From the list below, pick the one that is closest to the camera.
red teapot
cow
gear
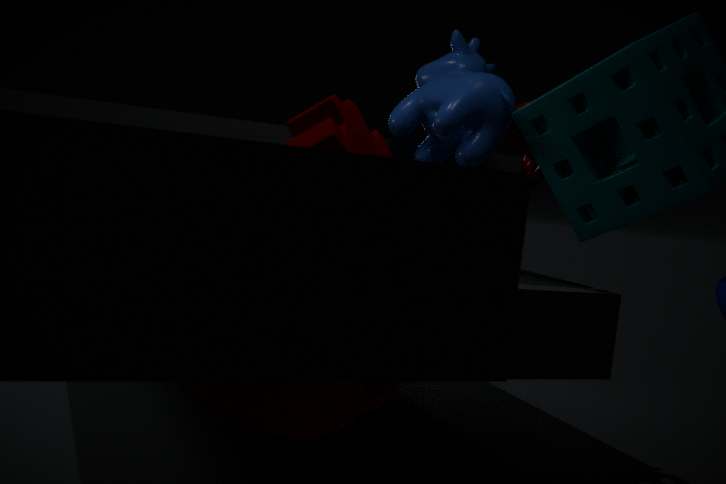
red teapot
